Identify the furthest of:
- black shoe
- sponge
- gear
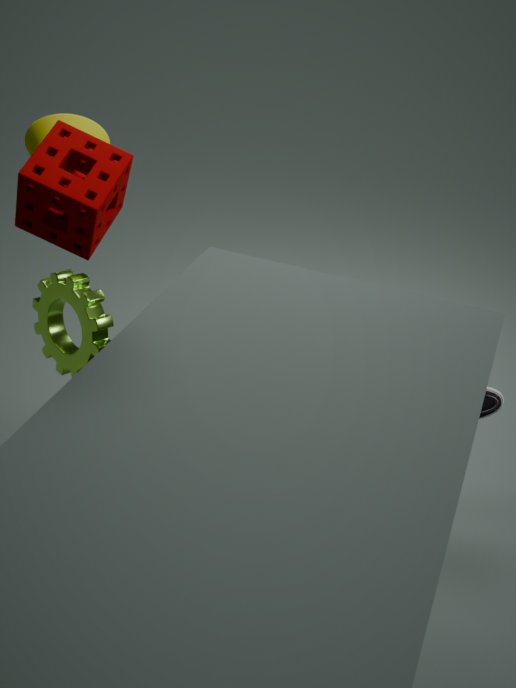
black shoe
